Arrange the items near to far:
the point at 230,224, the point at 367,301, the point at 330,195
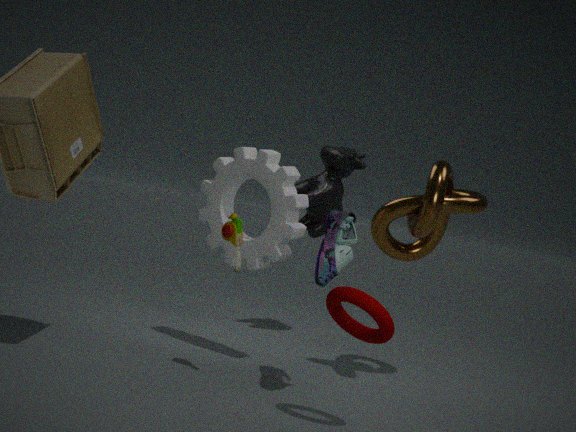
the point at 367,301 → the point at 230,224 → the point at 330,195
